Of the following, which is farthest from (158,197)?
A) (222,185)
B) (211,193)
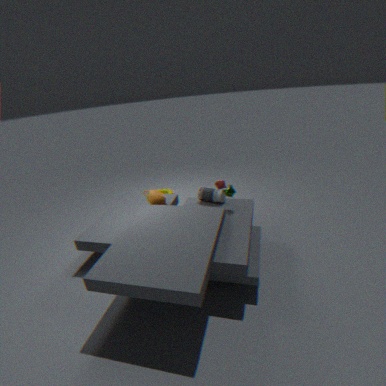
(222,185)
